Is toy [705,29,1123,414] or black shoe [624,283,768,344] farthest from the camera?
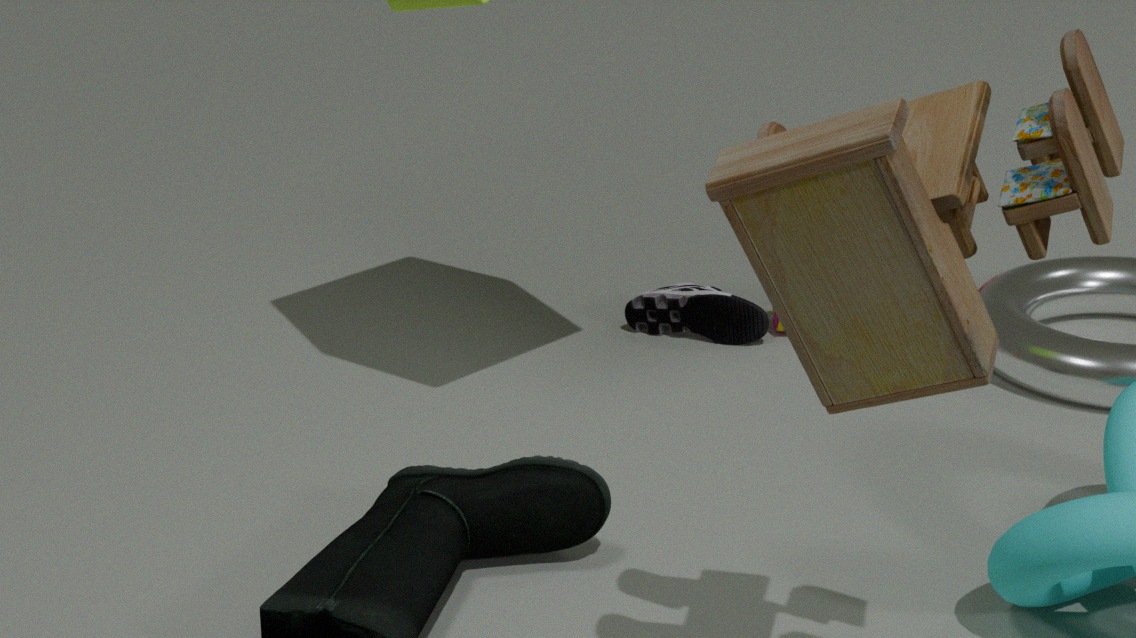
black shoe [624,283,768,344]
